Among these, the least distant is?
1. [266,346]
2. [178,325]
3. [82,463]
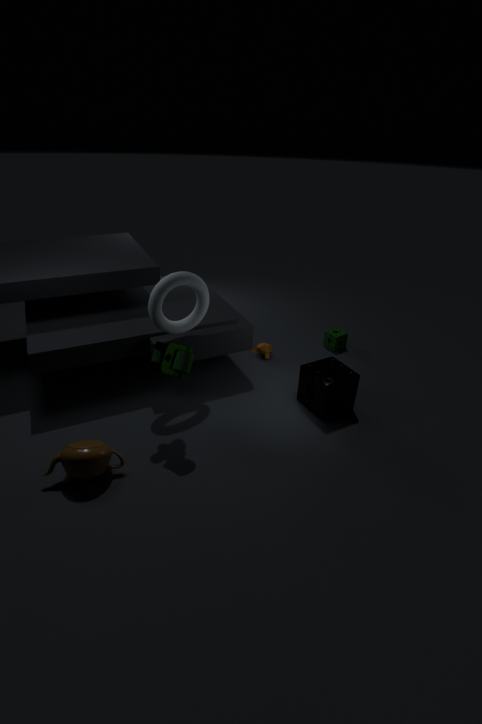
[82,463]
